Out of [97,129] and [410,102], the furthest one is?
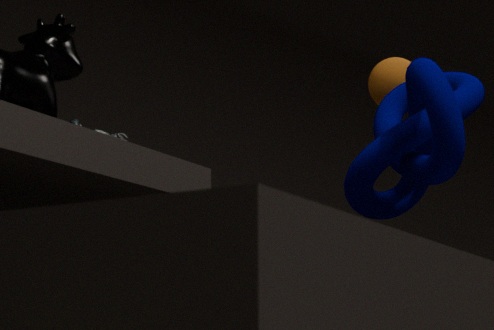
[97,129]
